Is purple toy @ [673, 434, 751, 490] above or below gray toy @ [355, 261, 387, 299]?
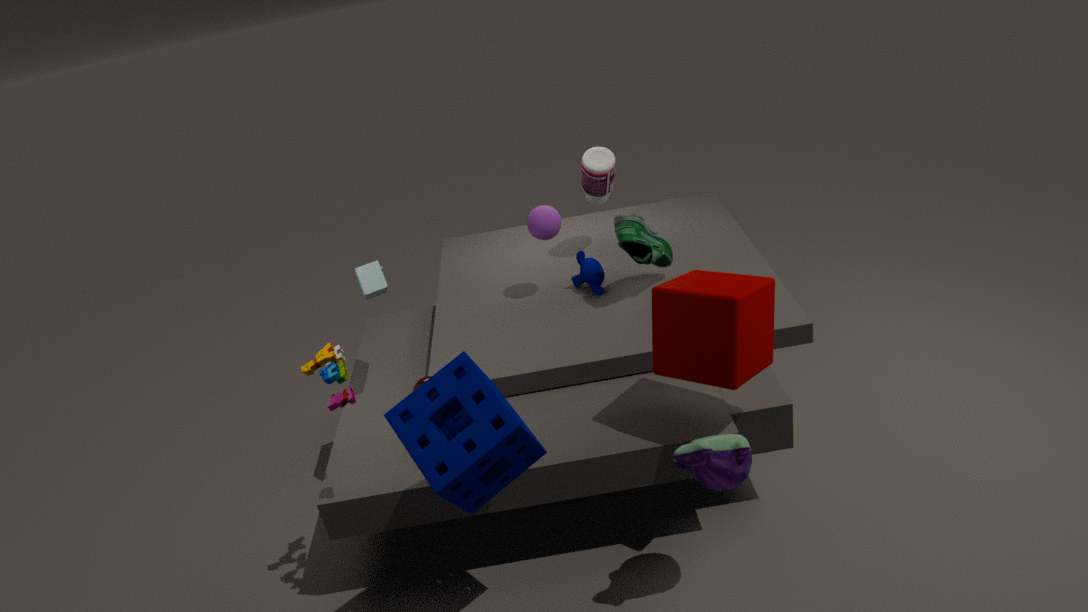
below
